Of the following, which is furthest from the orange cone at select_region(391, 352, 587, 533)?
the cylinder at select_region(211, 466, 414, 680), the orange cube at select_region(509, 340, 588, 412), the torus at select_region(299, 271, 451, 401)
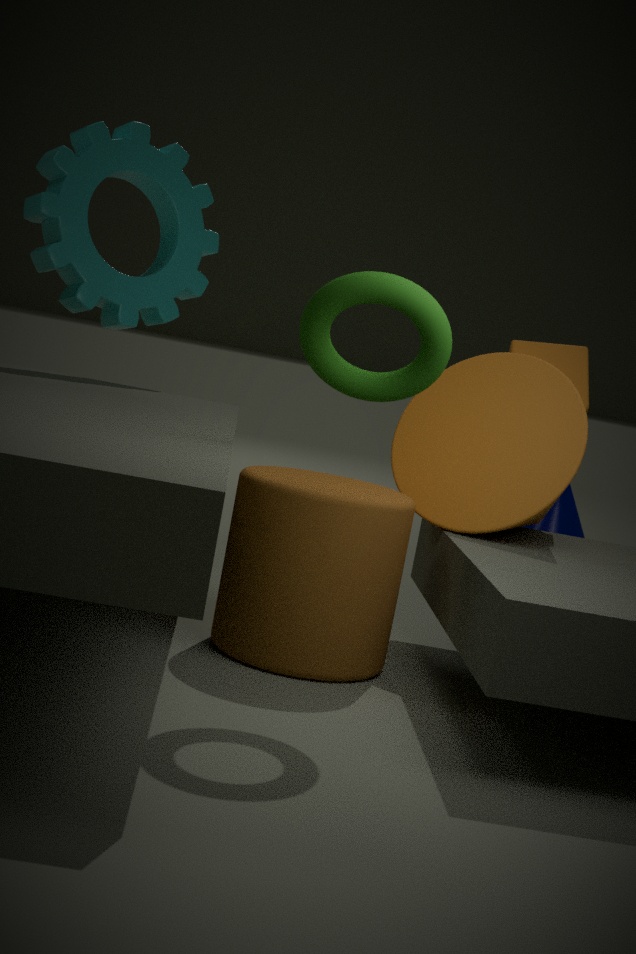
the torus at select_region(299, 271, 451, 401)
